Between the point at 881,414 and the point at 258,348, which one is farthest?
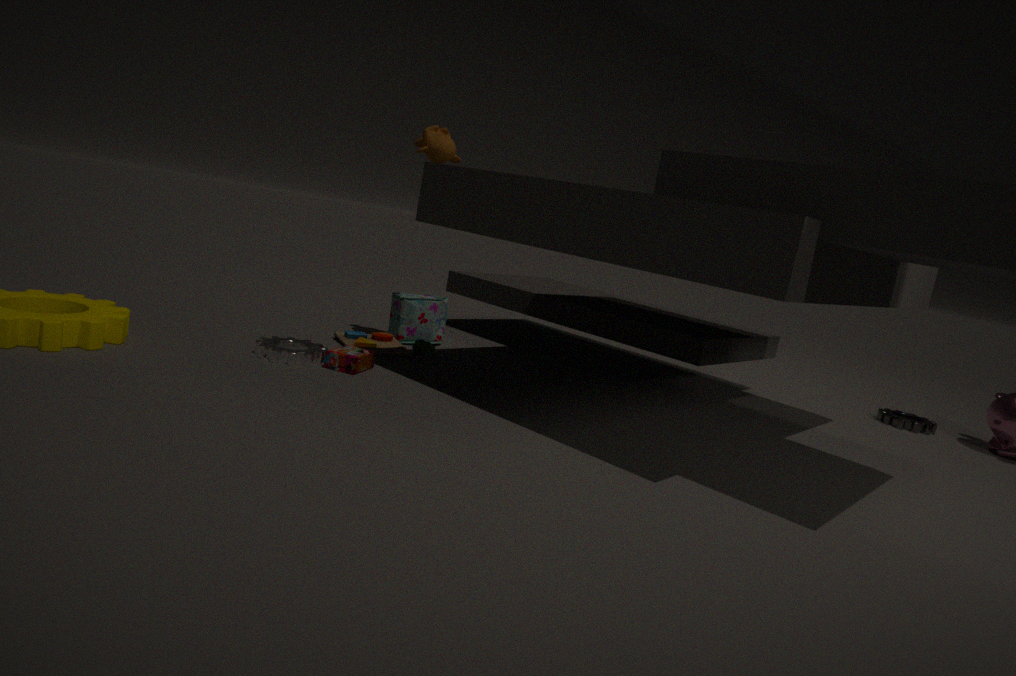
the point at 881,414
